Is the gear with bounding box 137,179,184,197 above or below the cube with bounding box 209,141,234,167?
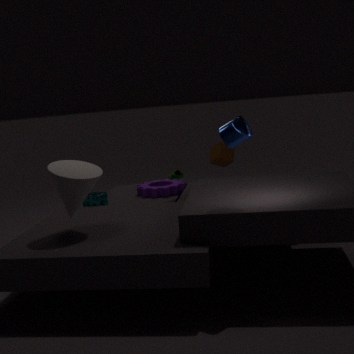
below
